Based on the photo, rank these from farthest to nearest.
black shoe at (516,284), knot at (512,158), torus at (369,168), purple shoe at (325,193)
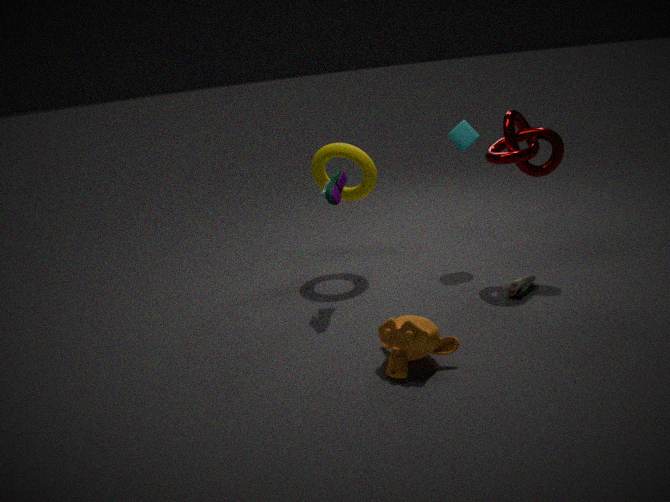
torus at (369,168), knot at (512,158), purple shoe at (325,193), black shoe at (516,284)
